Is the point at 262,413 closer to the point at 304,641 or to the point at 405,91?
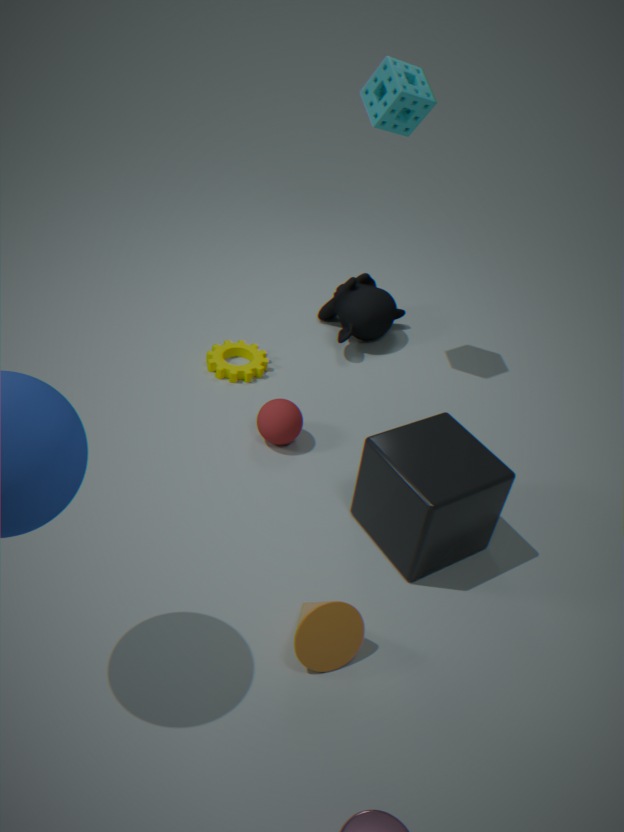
the point at 304,641
